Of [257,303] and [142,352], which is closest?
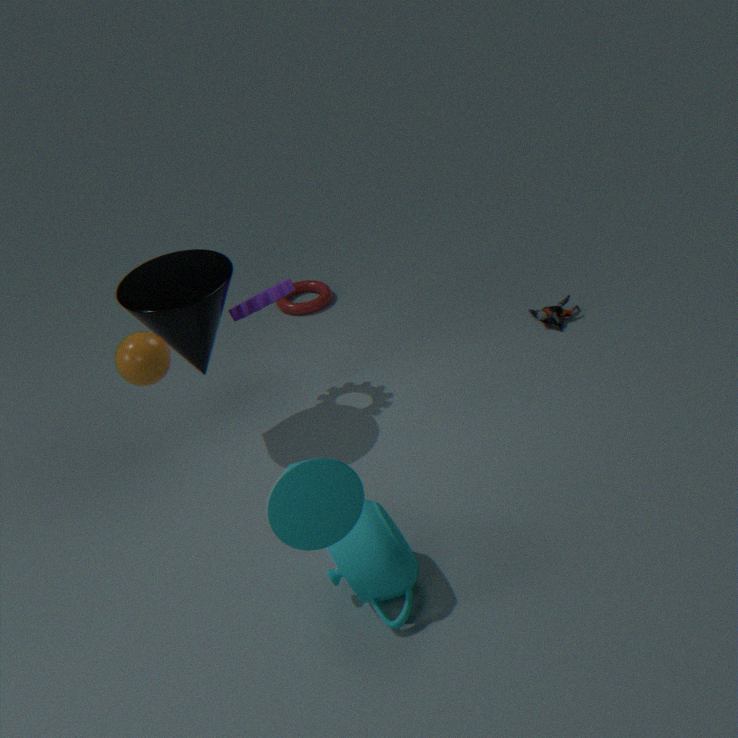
[142,352]
